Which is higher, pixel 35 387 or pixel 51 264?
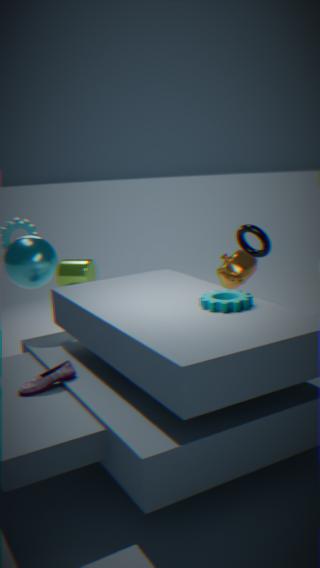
pixel 51 264
